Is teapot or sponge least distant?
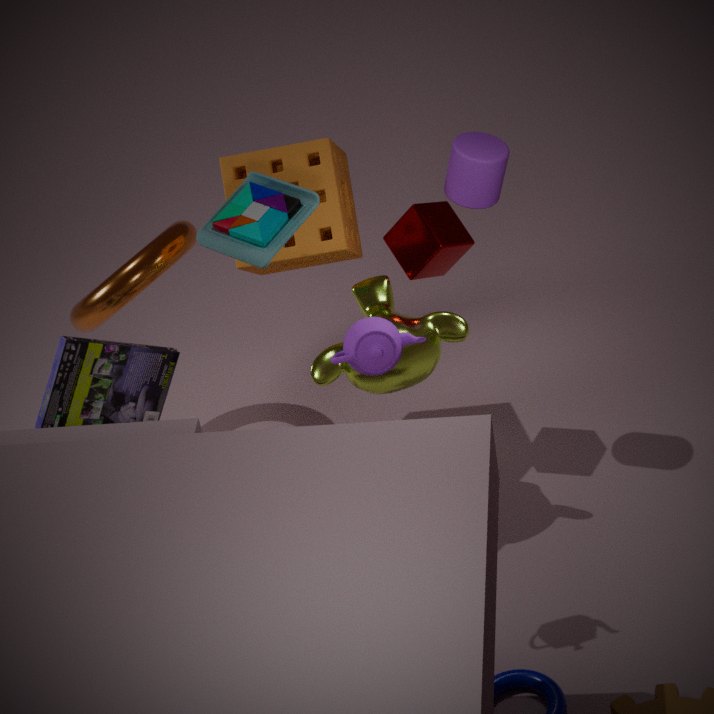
teapot
